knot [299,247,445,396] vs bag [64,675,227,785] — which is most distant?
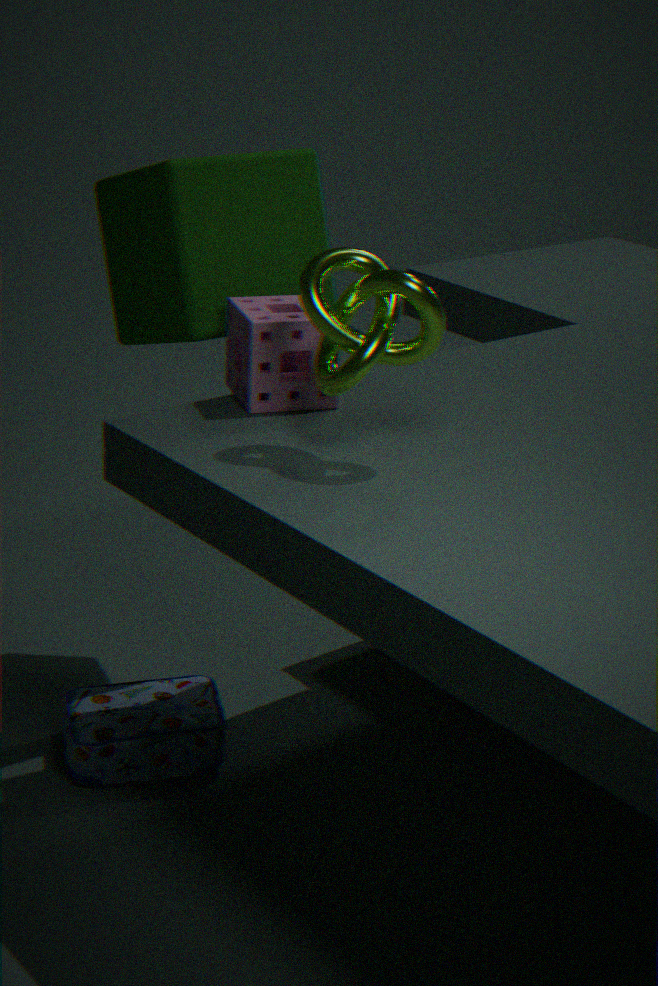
bag [64,675,227,785]
